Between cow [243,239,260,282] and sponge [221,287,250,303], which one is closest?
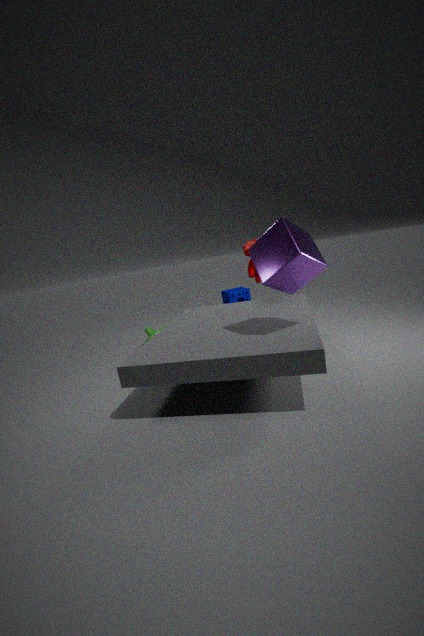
cow [243,239,260,282]
